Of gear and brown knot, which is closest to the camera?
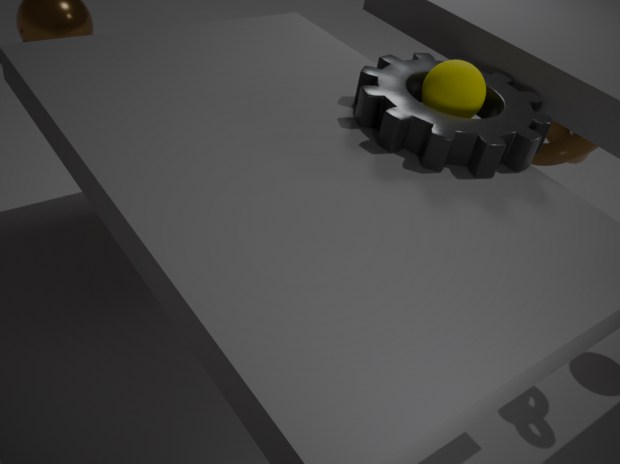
gear
